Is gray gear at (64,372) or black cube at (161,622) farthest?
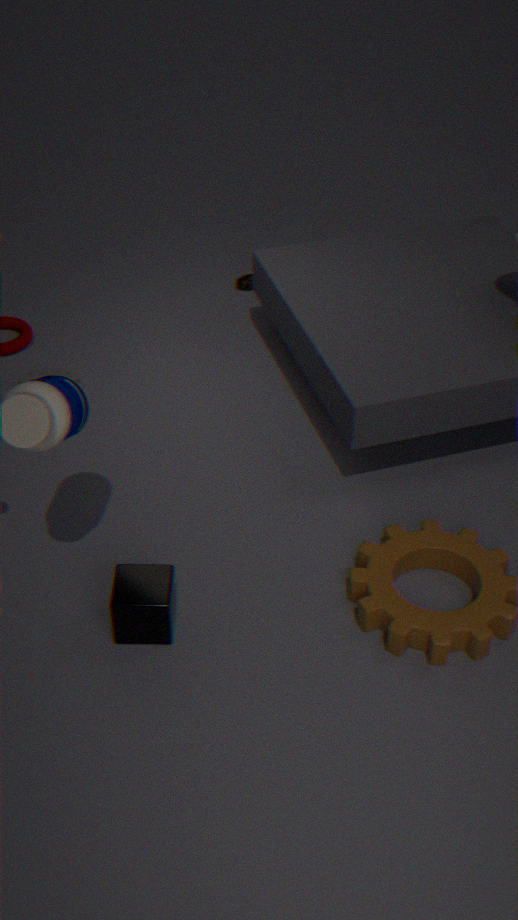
gray gear at (64,372)
